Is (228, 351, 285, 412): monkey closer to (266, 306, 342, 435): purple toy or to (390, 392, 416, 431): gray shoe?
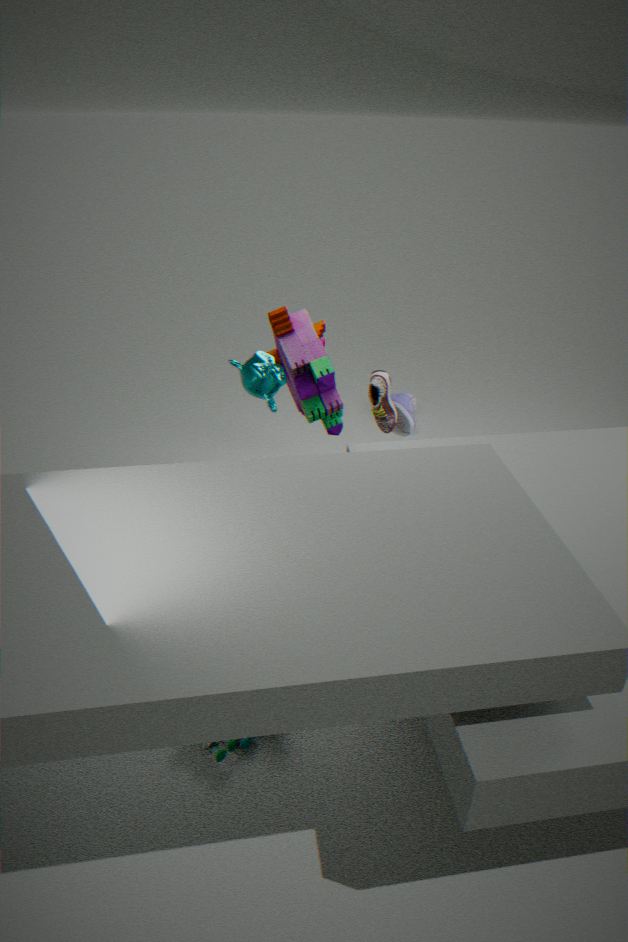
(266, 306, 342, 435): purple toy
